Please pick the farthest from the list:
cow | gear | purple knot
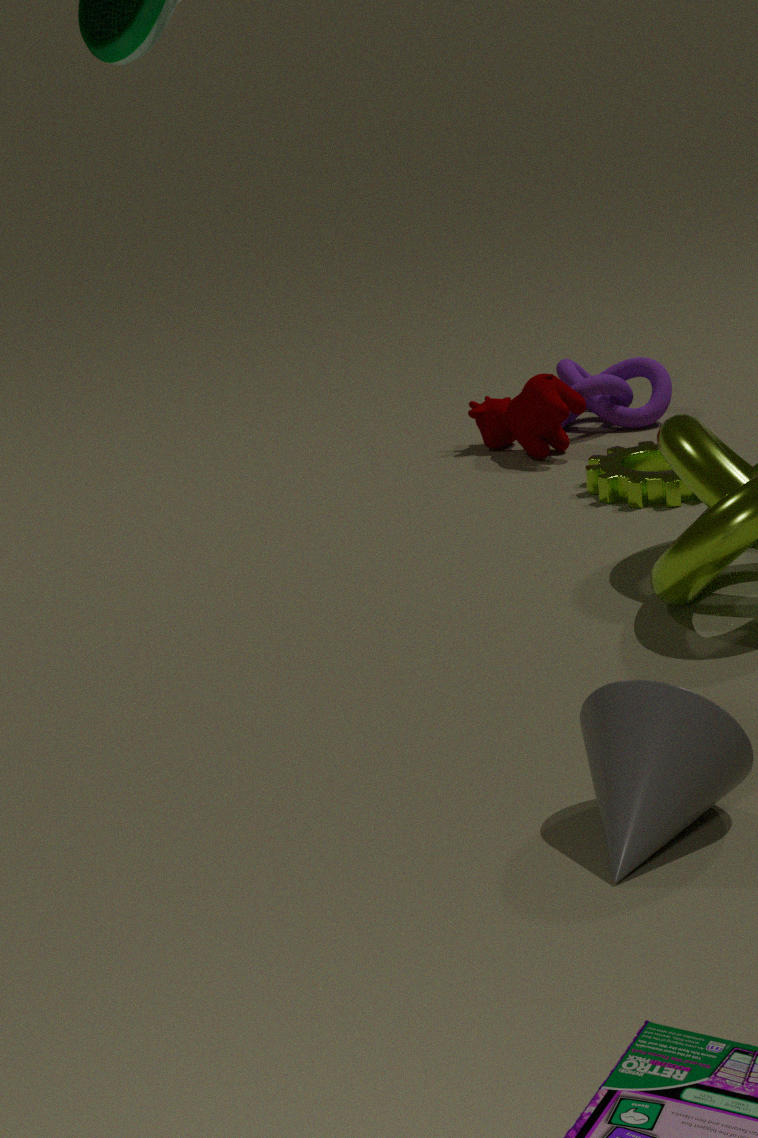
purple knot
